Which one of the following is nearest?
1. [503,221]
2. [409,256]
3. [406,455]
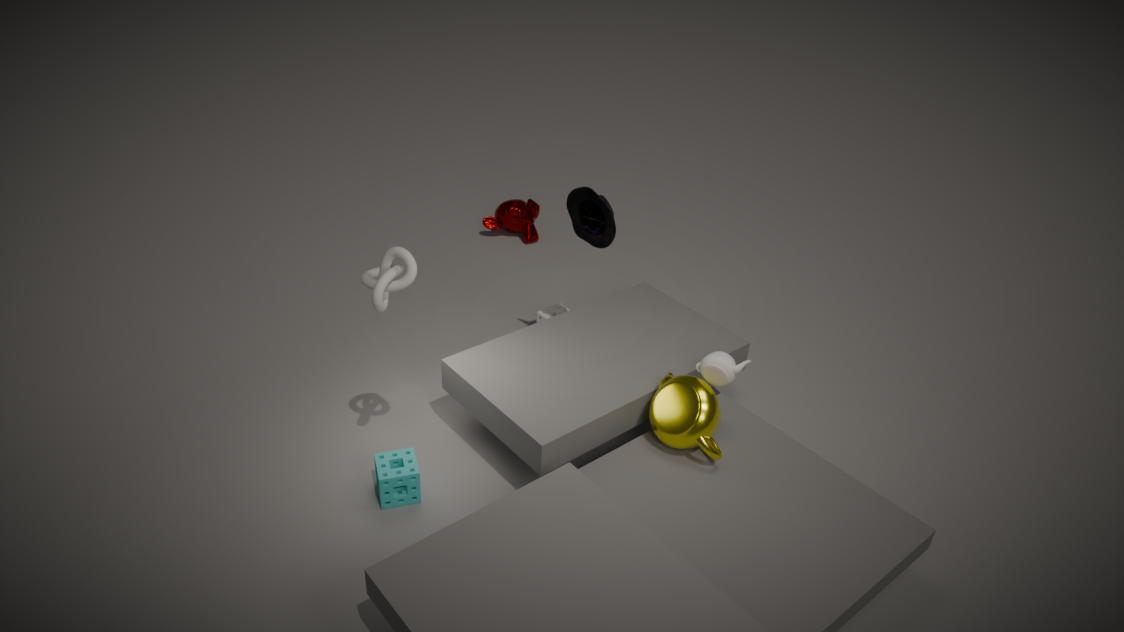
[409,256]
